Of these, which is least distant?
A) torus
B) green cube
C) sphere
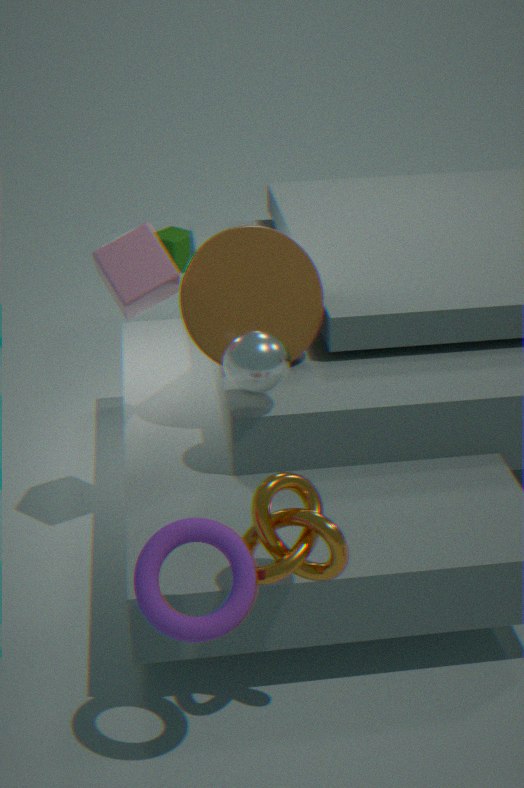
torus
